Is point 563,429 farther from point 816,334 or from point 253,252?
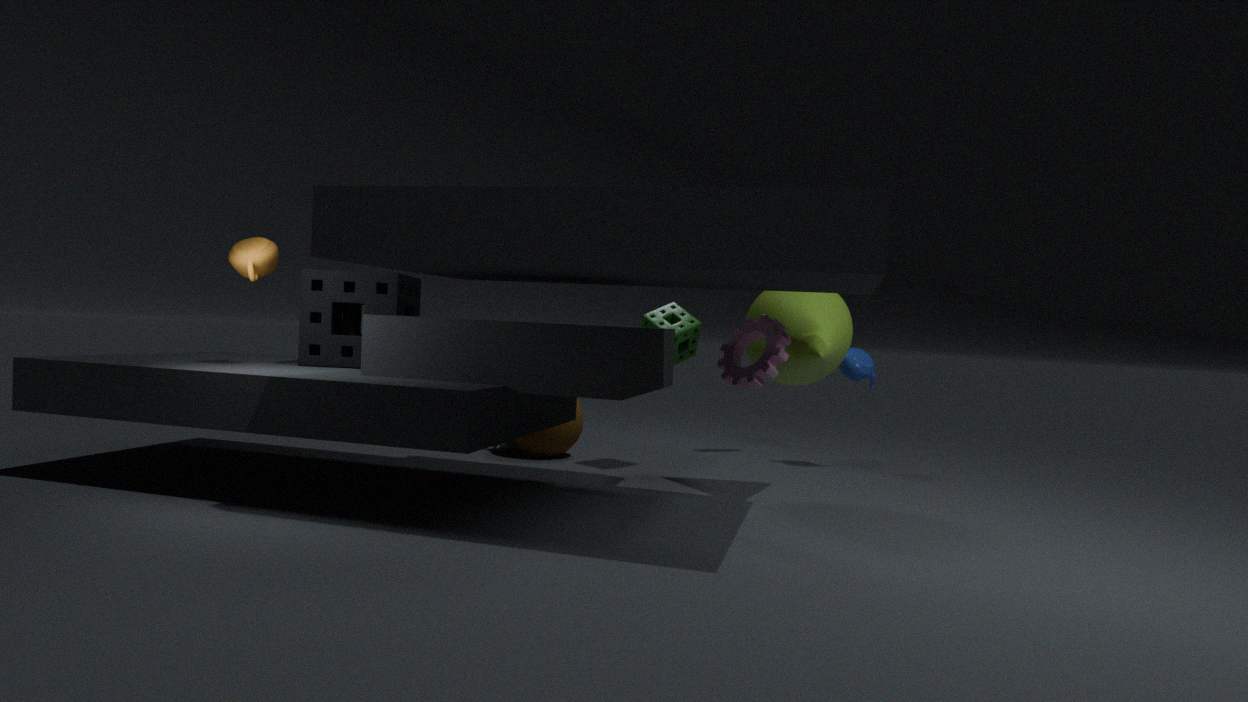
point 253,252
